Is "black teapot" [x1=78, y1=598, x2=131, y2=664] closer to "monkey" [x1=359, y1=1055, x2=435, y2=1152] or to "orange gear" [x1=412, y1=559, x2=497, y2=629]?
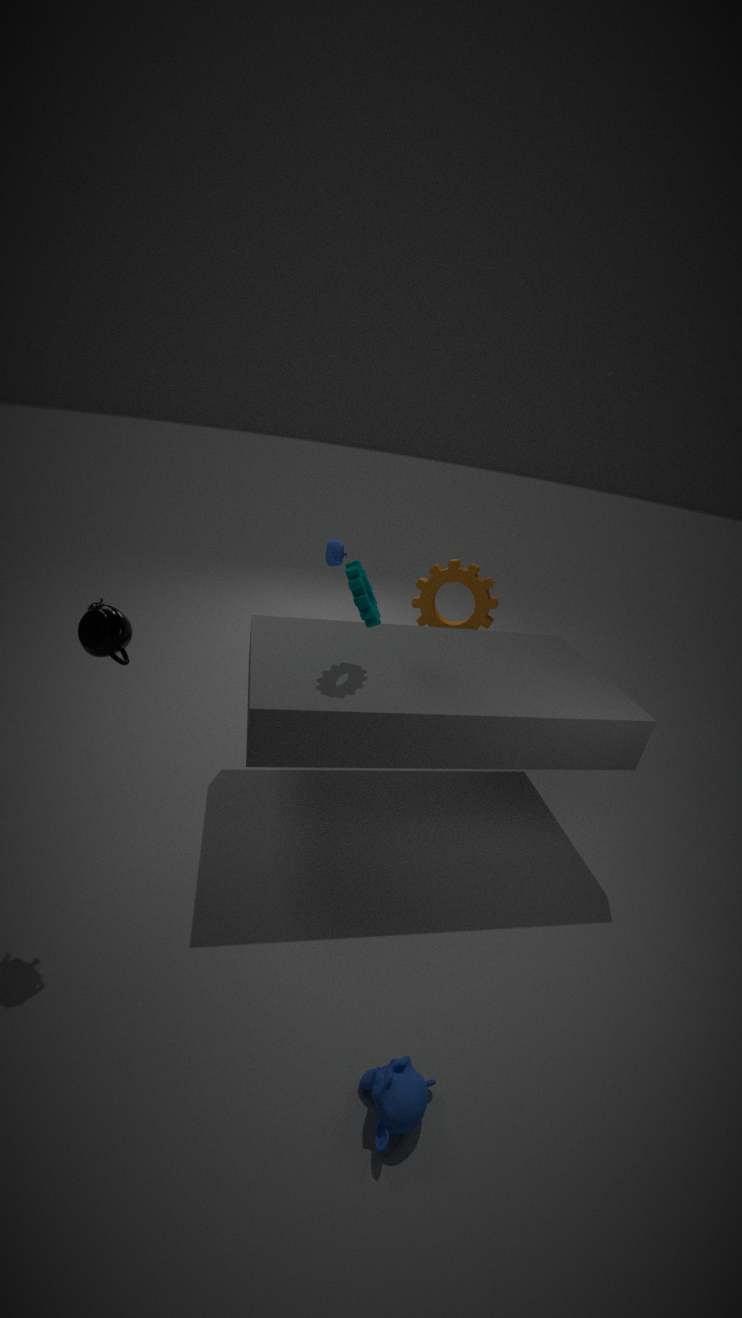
"monkey" [x1=359, y1=1055, x2=435, y2=1152]
